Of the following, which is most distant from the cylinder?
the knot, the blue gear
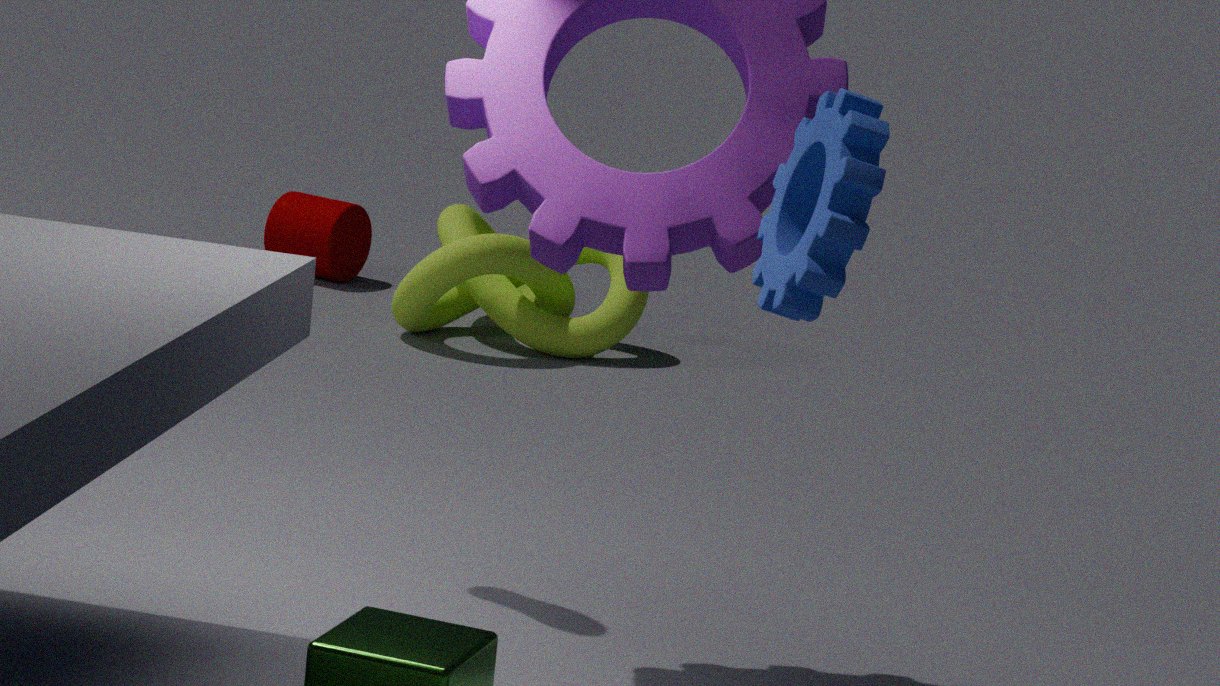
the blue gear
